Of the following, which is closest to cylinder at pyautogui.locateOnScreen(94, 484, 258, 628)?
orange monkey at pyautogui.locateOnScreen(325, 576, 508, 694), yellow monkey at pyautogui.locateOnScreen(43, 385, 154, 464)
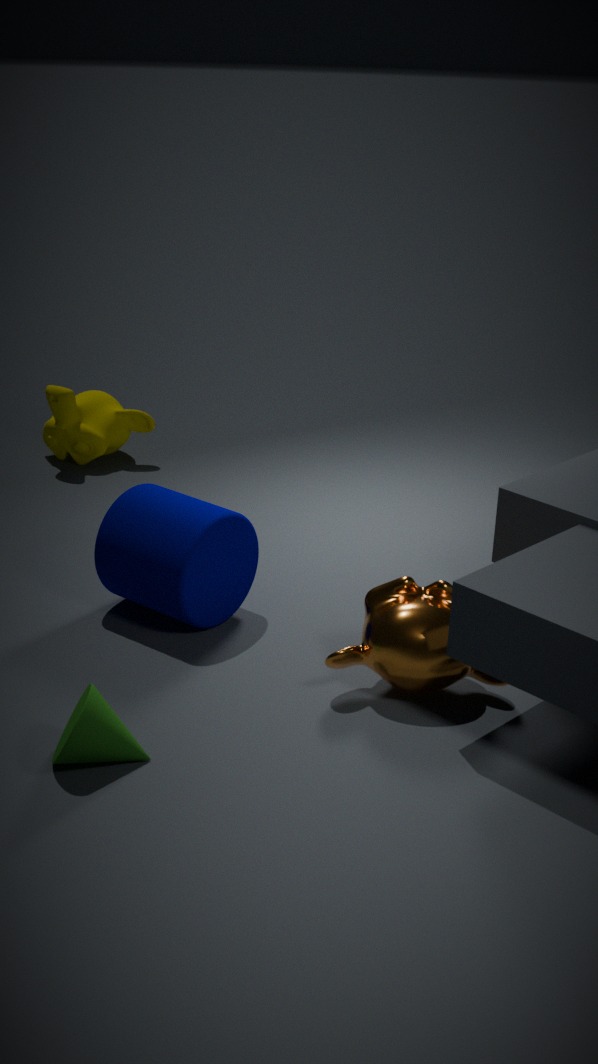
orange monkey at pyautogui.locateOnScreen(325, 576, 508, 694)
